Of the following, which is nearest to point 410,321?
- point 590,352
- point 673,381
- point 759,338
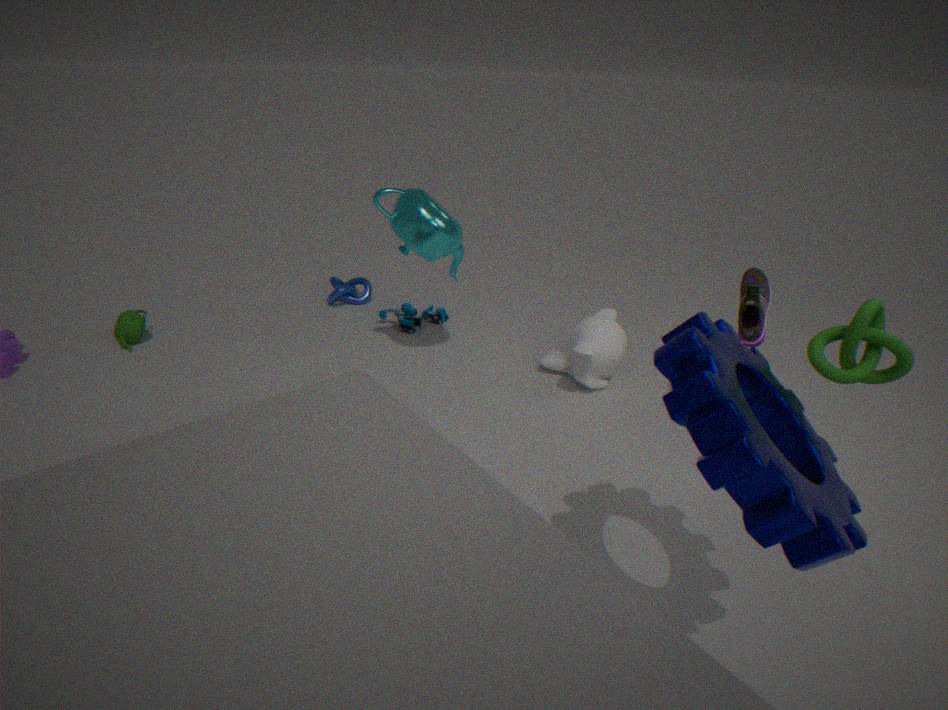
point 590,352
